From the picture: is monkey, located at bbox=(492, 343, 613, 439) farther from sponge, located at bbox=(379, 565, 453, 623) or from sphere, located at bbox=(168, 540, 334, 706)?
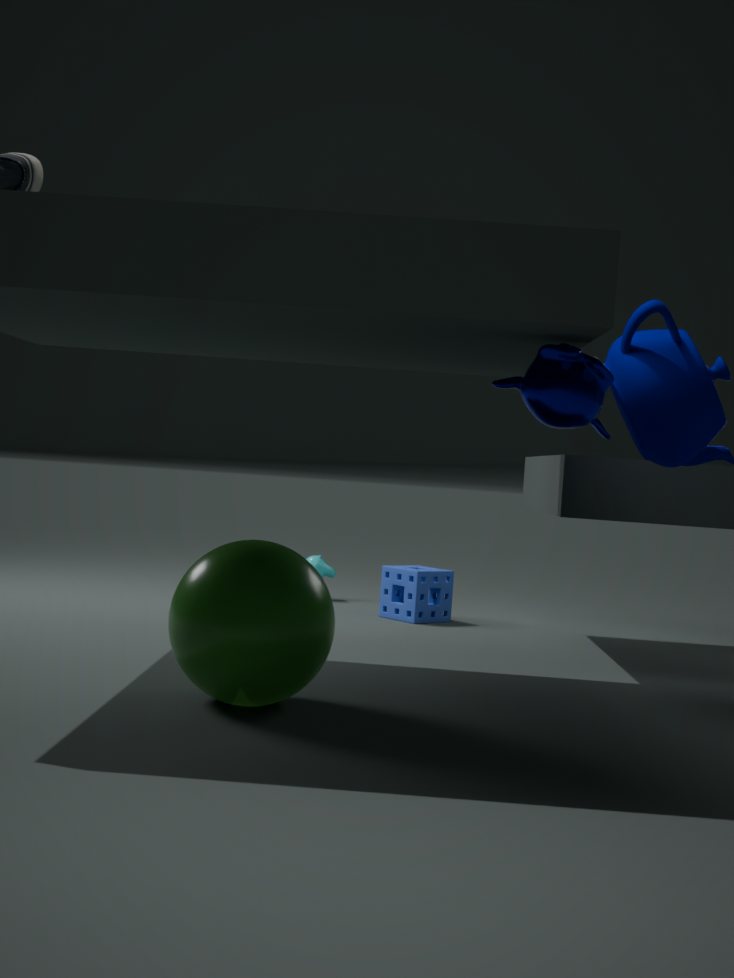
sponge, located at bbox=(379, 565, 453, 623)
